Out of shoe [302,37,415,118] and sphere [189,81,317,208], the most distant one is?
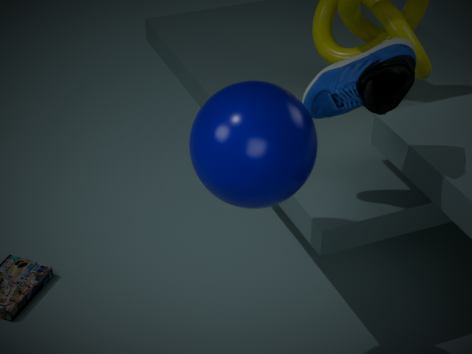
shoe [302,37,415,118]
